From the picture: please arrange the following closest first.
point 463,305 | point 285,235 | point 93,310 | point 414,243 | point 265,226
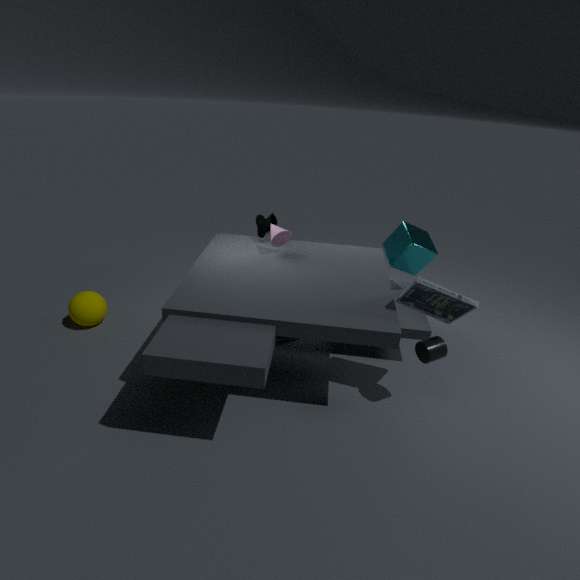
point 463,305
point 285,235
point 414,243
point 93,310
point 265,226
